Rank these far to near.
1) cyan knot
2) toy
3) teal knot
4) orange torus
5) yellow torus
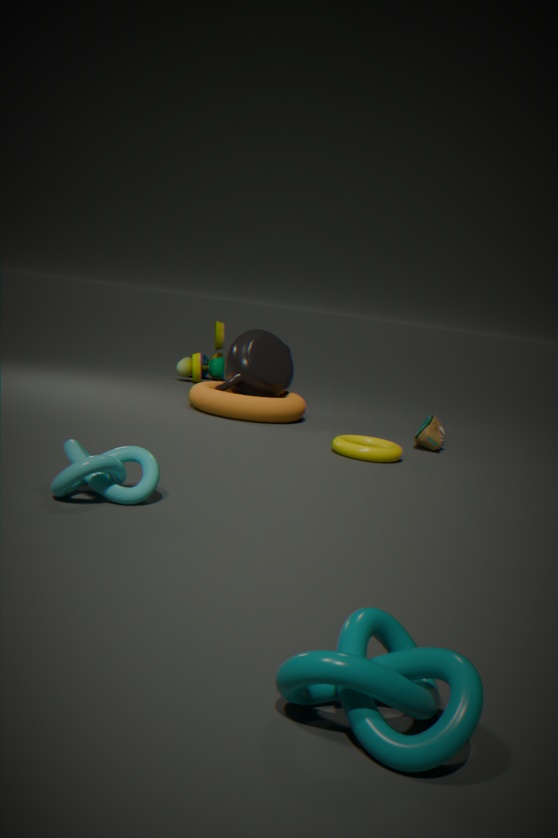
2. toy, 4. orange torus, 5. yellow torus, 1. cyan knot, 3. teal knot
